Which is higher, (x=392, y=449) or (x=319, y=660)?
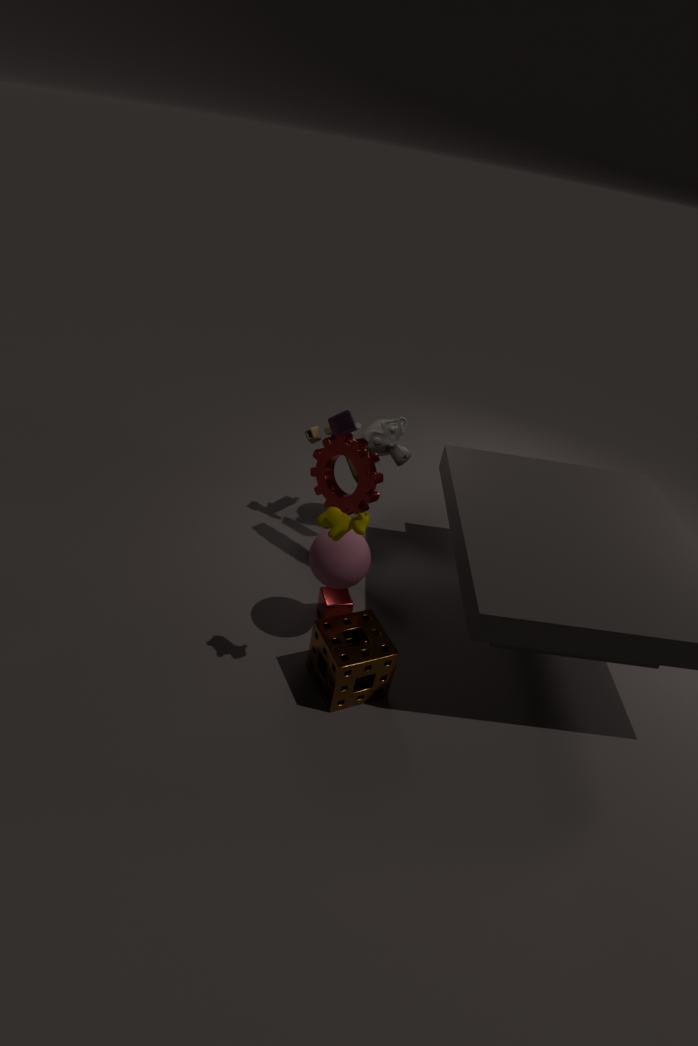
(x=392, y=449)
